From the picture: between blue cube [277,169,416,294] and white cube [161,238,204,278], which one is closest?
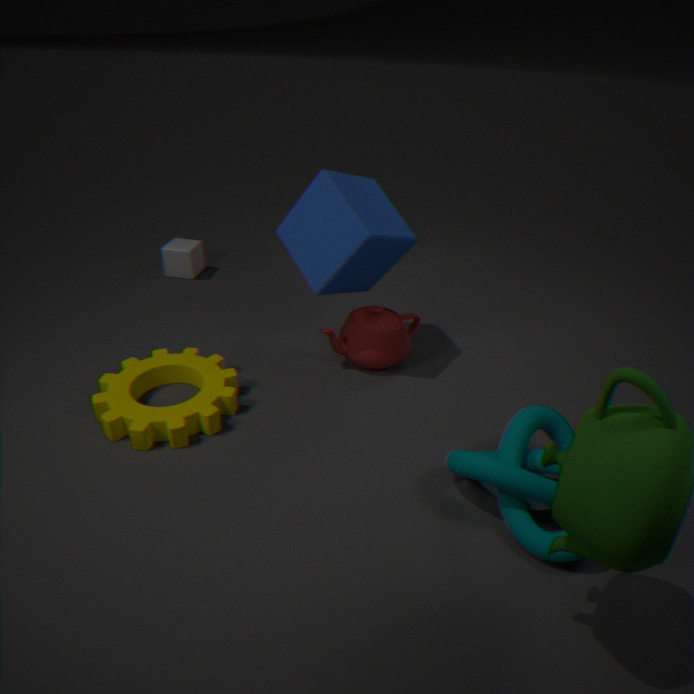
blue cube [277,169,416,294]
